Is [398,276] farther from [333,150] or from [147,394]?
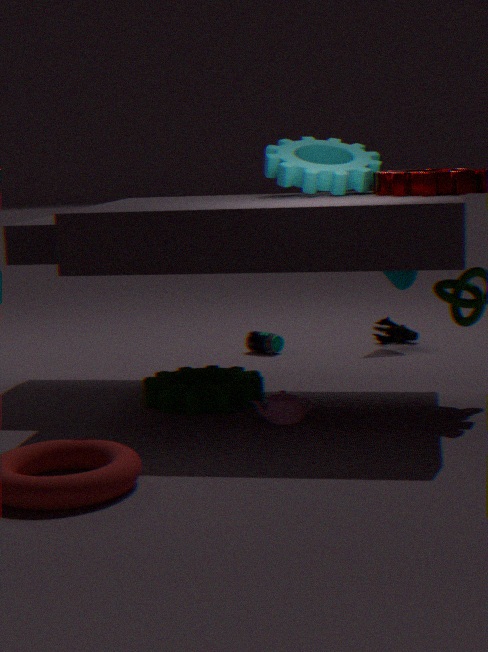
[147,394]
